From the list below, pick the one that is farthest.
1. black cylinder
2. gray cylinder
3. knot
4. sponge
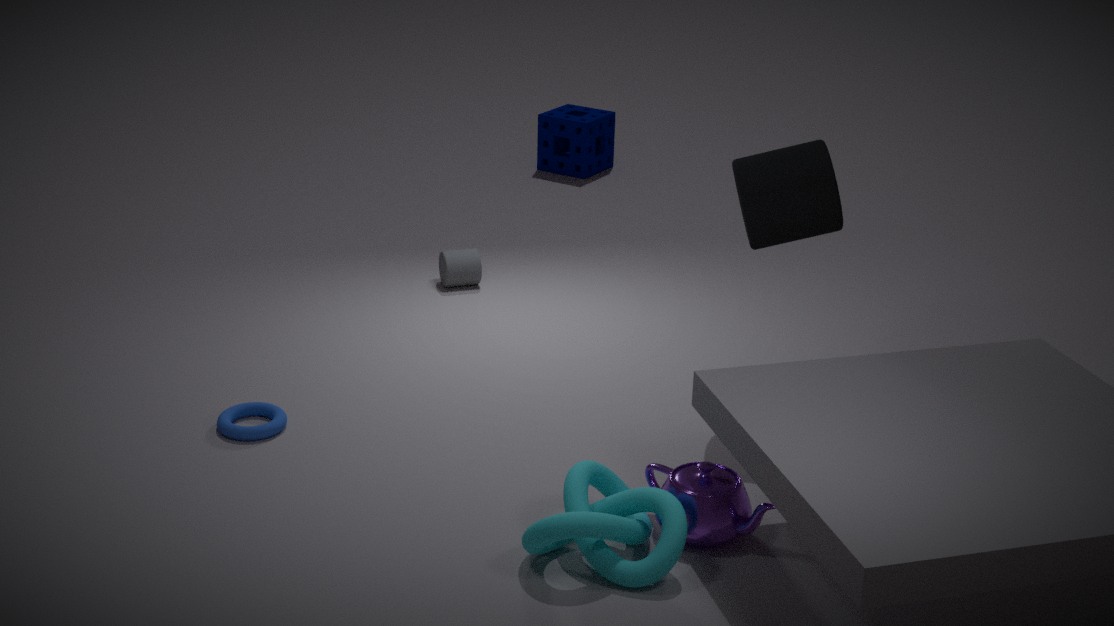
sponge
